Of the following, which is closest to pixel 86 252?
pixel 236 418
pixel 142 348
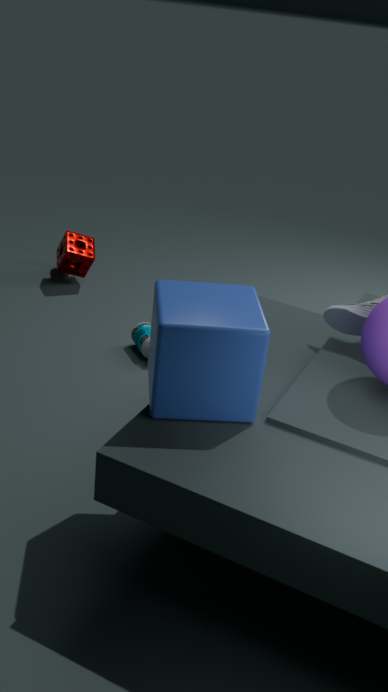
pixel 142 348
